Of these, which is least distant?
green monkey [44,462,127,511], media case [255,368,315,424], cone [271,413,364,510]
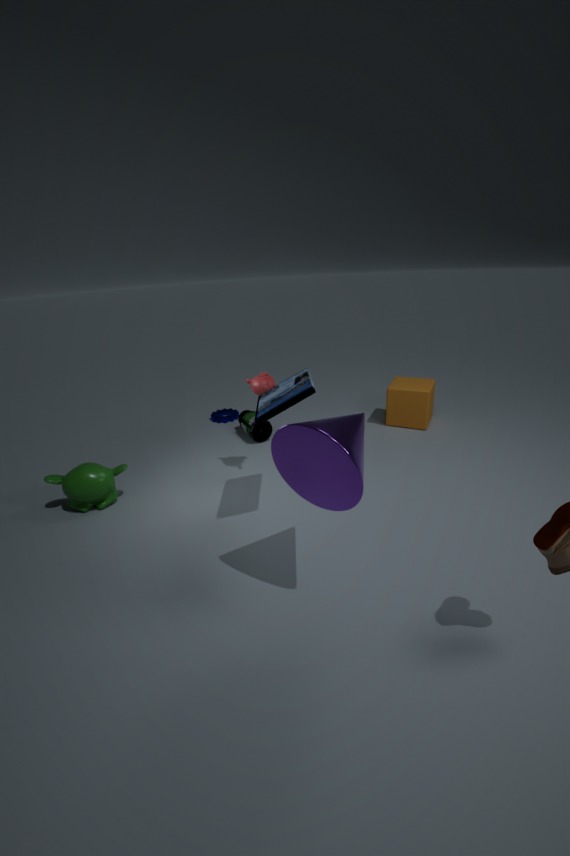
cone [271,413,364,510]
